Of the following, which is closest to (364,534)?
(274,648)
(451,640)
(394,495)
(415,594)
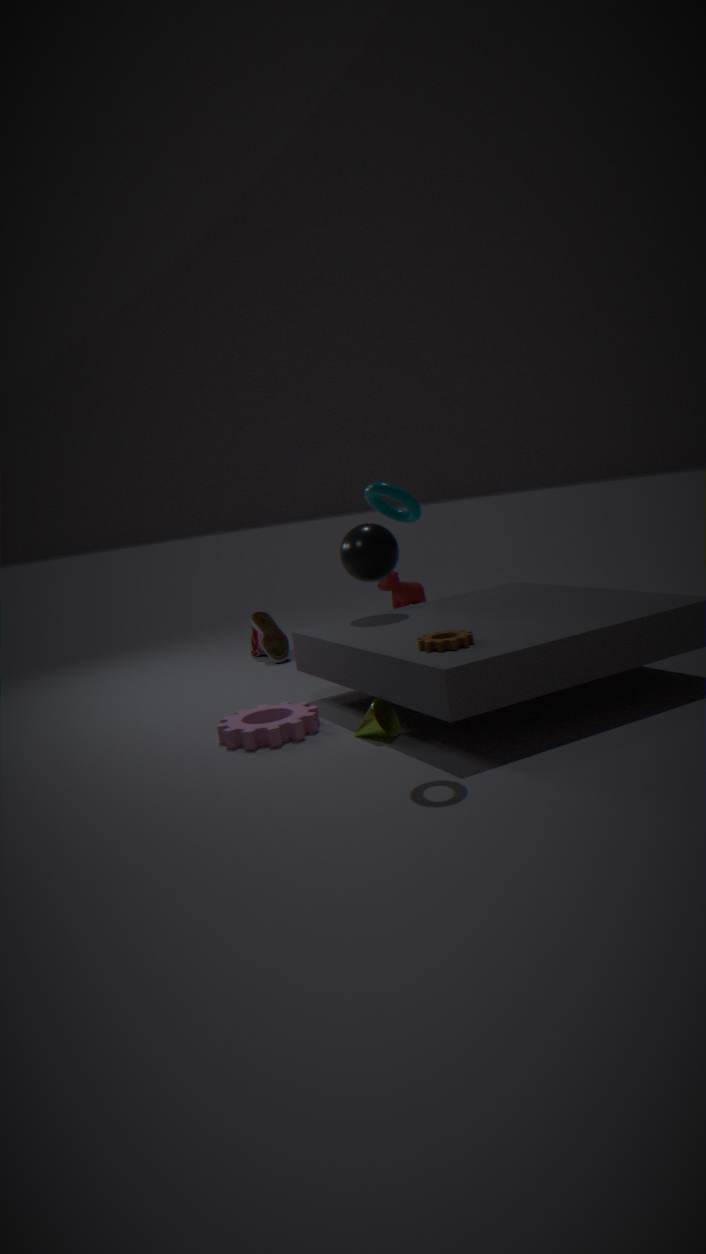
(451,640)
